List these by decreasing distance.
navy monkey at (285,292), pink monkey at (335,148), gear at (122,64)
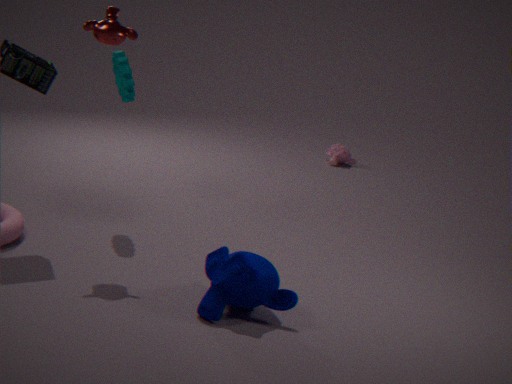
pink monkey at (335,148) < gear at (122,64) < navy monkey at (285,292)
